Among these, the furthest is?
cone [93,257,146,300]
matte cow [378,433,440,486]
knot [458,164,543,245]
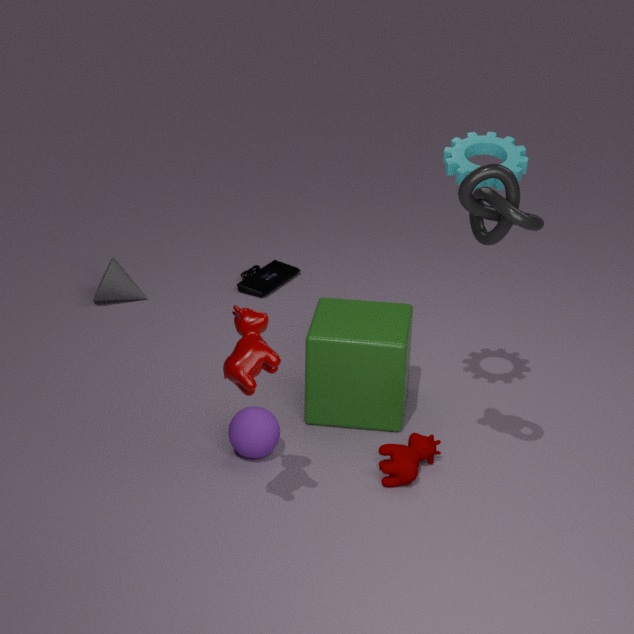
cone [93,257,146,300]
